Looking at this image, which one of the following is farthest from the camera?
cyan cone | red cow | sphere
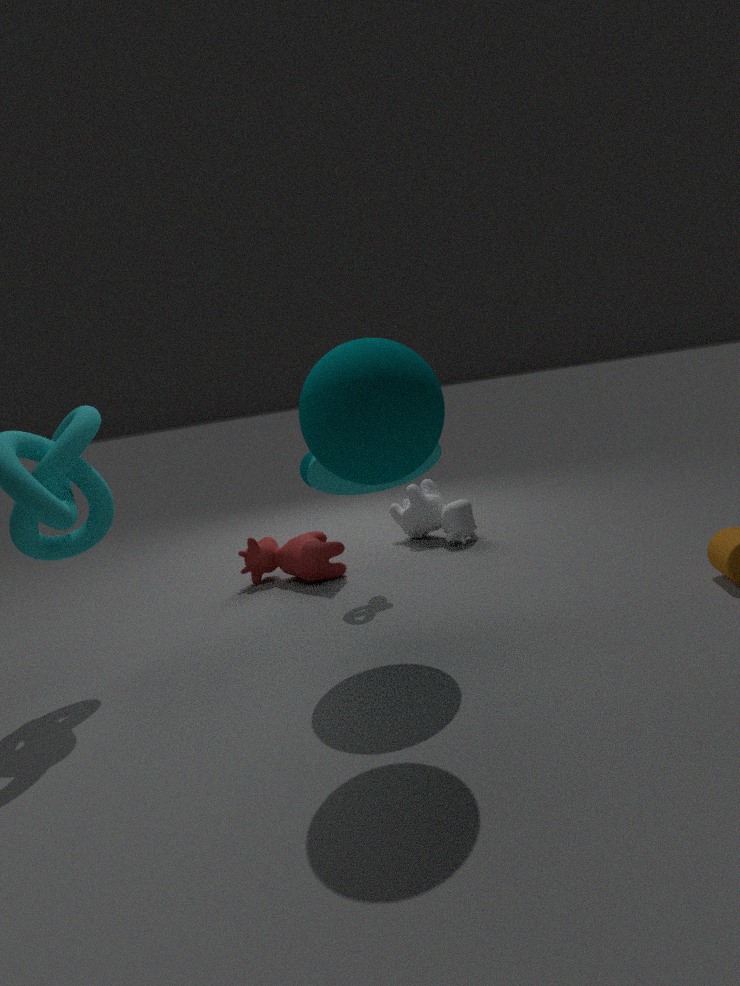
red cow
